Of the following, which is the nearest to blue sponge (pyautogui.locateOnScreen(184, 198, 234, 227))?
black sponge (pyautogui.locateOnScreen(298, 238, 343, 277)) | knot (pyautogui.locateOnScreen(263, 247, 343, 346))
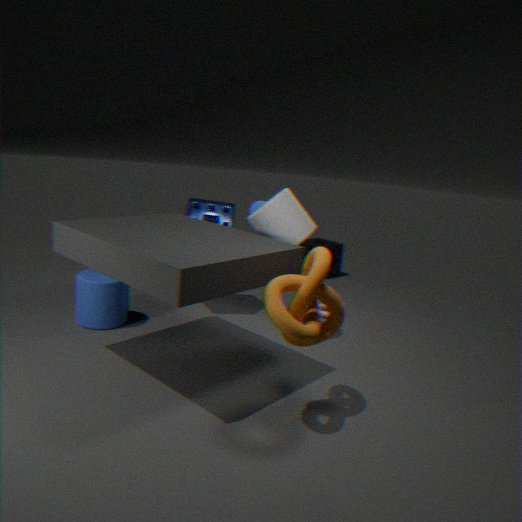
knot (pyautogui.locateOnScreen(263, 247, 343, 346))
